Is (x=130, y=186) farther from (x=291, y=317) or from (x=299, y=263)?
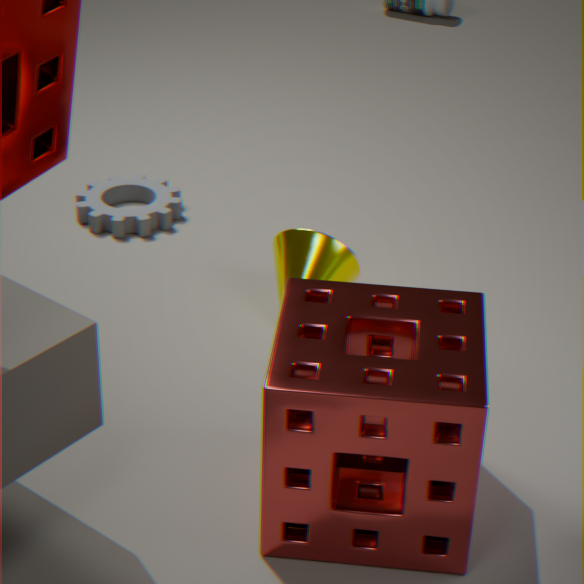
(x=291, y=317)
